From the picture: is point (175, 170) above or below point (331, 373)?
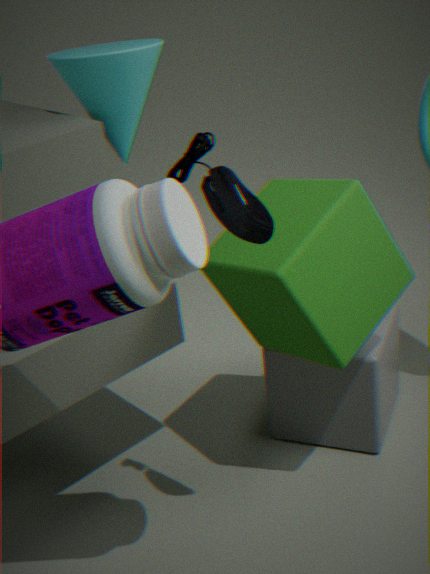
above
